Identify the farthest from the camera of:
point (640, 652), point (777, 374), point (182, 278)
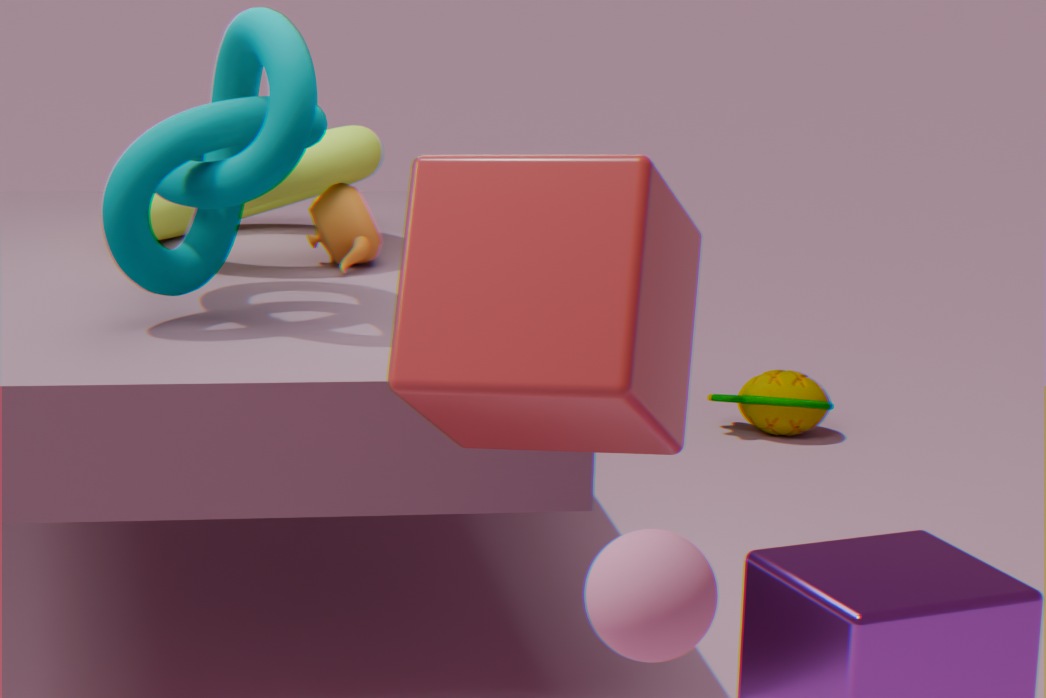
point (777, 374)
